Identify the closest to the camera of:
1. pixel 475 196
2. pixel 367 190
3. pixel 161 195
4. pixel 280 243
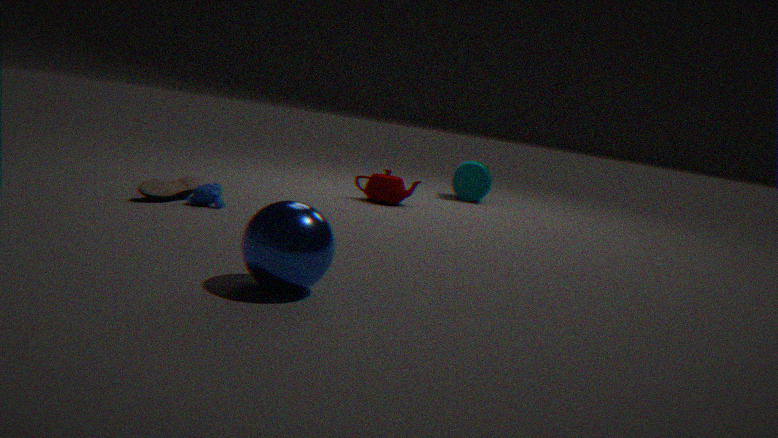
pixel 280 243
